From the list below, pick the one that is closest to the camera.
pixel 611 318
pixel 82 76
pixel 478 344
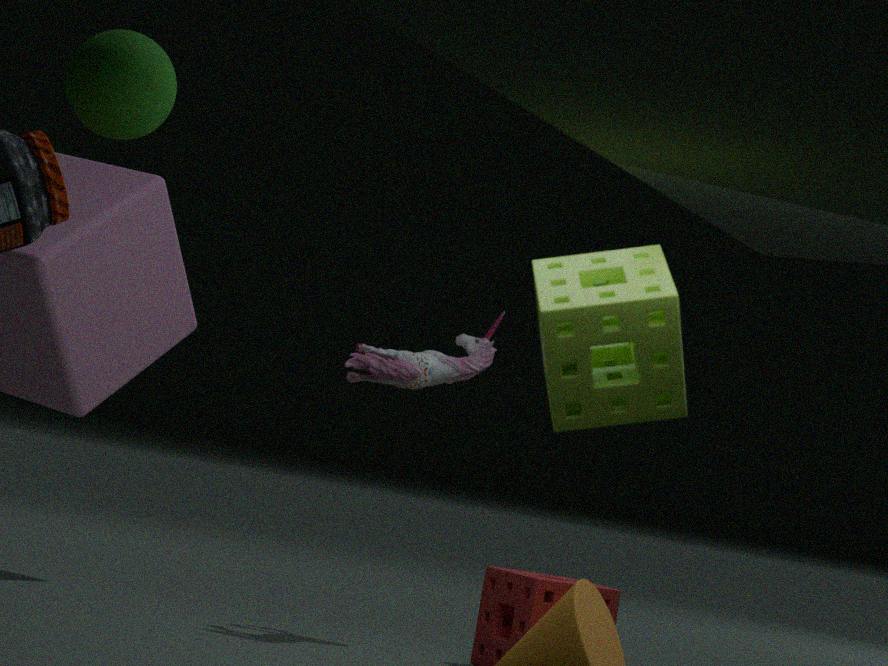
pixel 611 318
